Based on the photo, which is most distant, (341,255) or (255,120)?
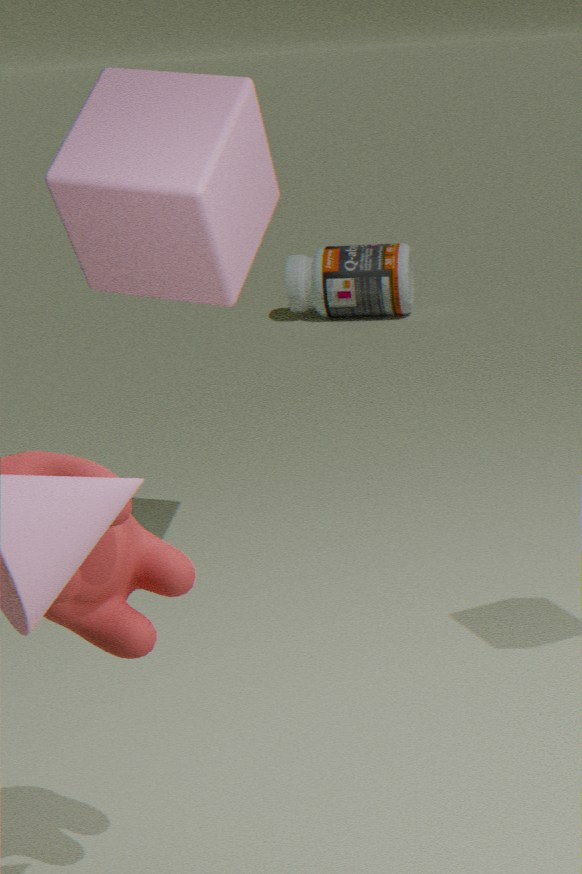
(341,255)
